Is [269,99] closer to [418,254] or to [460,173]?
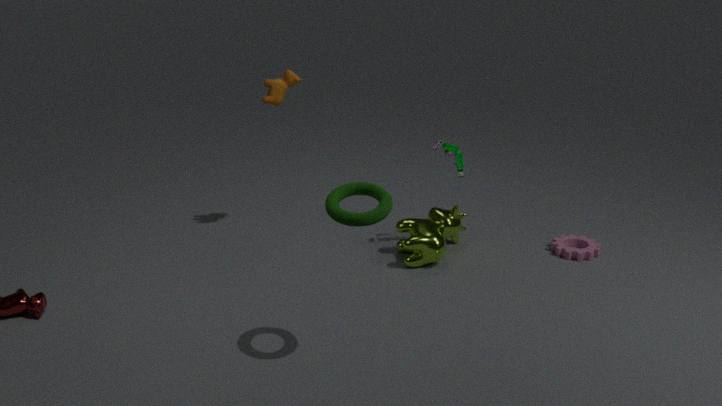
[460,173]
